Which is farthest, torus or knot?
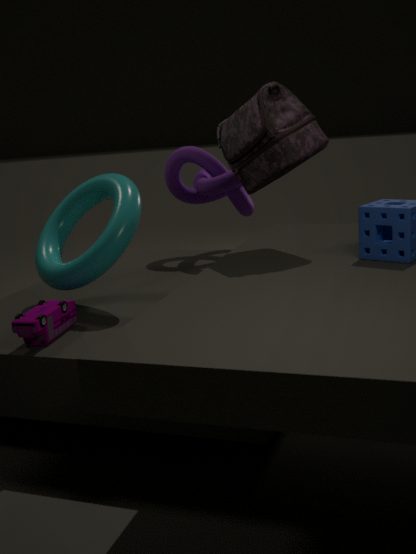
knot
